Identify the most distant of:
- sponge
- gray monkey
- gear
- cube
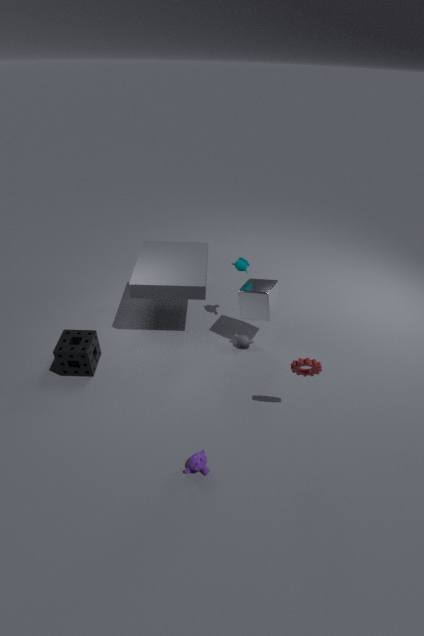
gray monkey
